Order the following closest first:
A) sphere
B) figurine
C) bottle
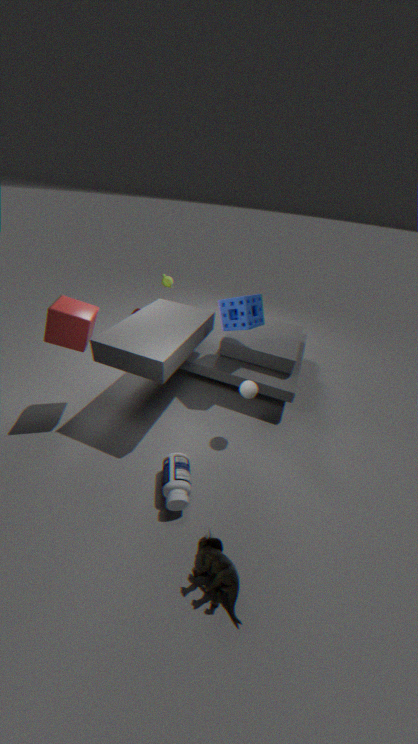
figurine
bottle
sphere
